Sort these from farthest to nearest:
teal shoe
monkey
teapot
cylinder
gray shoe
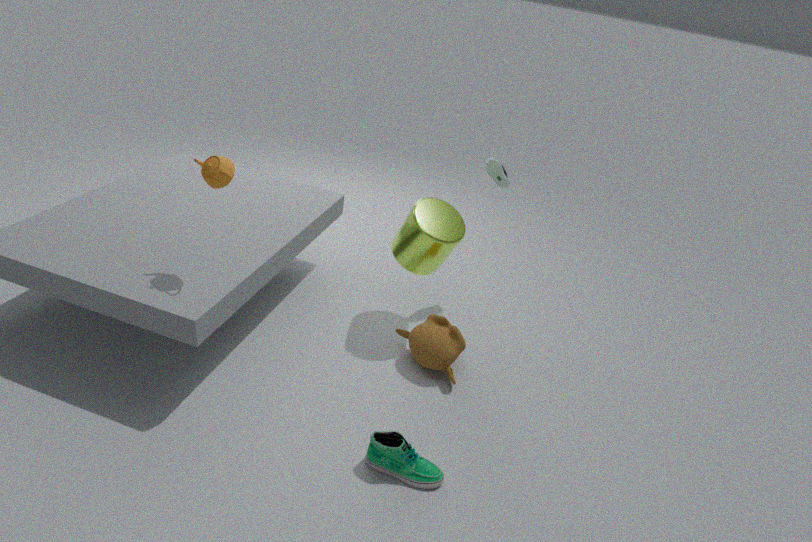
gray shoe < cylinder < monkey < teapot < teal shoe
